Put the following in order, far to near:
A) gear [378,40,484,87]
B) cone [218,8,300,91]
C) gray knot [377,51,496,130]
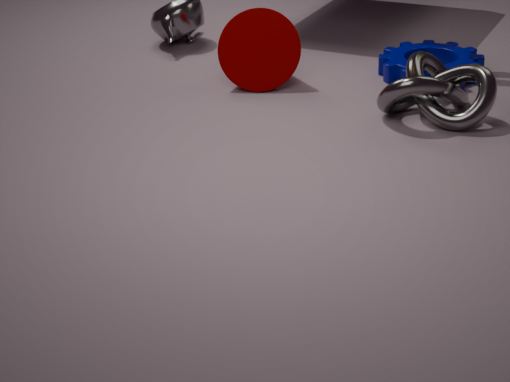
gear [378,40,484,87] < cone [218,8,300,91] < gray knot [377,51,496,130]
